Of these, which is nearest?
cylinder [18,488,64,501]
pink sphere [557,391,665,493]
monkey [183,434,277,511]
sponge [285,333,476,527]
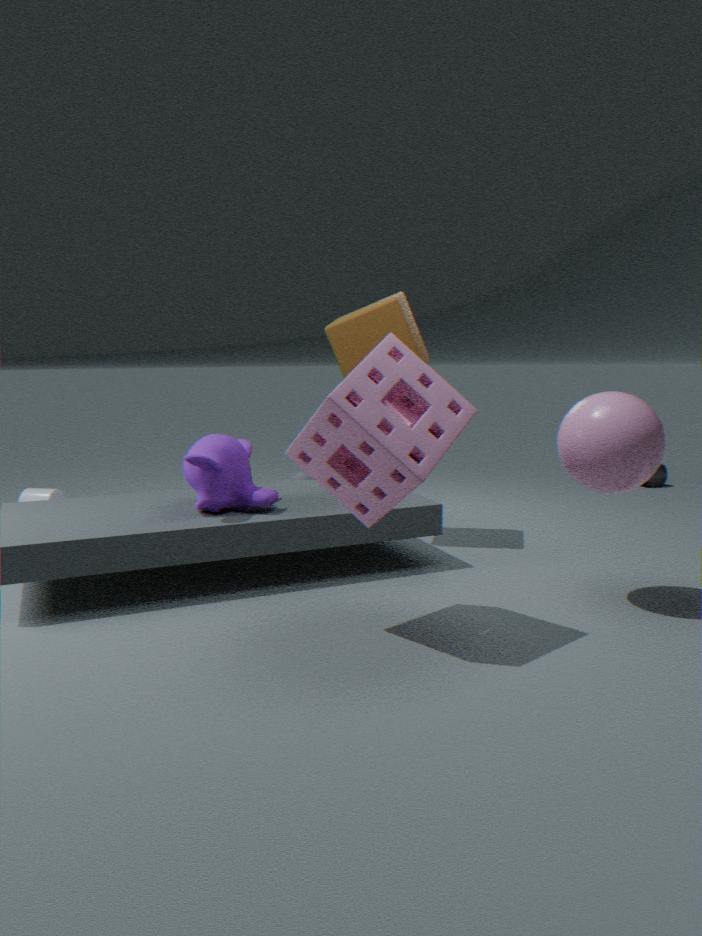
sponge [285,333,476,527]
